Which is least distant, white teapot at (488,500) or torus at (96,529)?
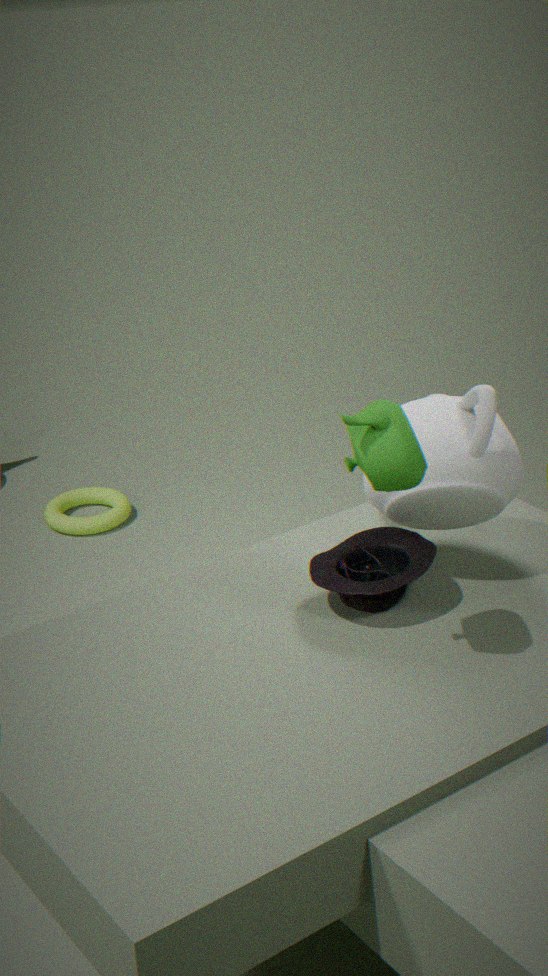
white teapot at (488,500)
